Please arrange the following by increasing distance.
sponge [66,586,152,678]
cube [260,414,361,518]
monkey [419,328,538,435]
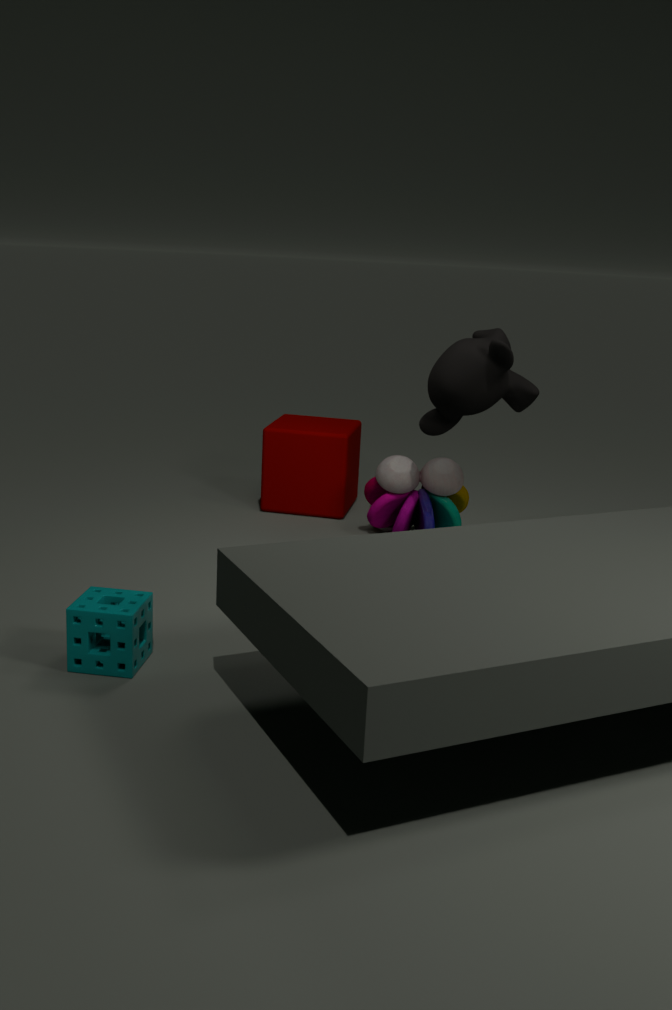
sponge [66,586,152,678] → monkey [419,328,538,435] → cube [260,414,361,518]
